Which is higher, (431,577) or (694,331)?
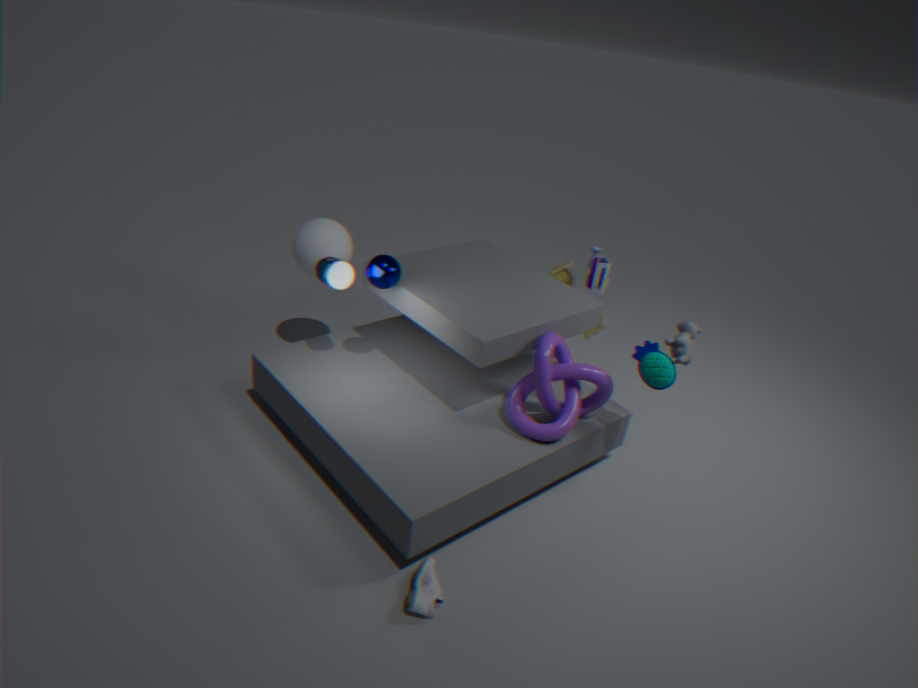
(694,331)
